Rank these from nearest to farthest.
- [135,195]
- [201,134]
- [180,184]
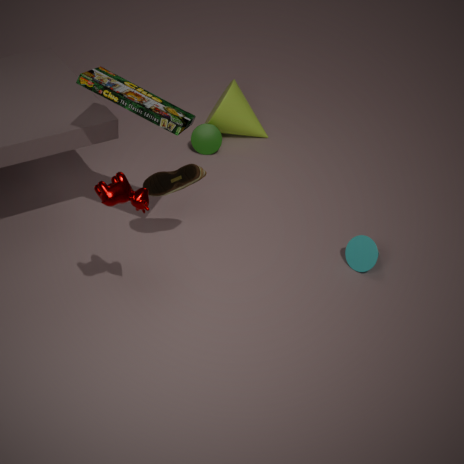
1. [135,195]
2. [180,184]
3. [201,134]
